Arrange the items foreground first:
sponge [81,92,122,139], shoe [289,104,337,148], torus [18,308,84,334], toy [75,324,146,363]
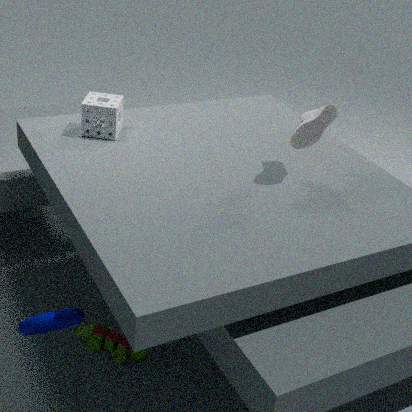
torus [18,308,84,334] < shoe [289,104,337,148] < toy [75,324,146,363] < sponge [81,92,122,139]
